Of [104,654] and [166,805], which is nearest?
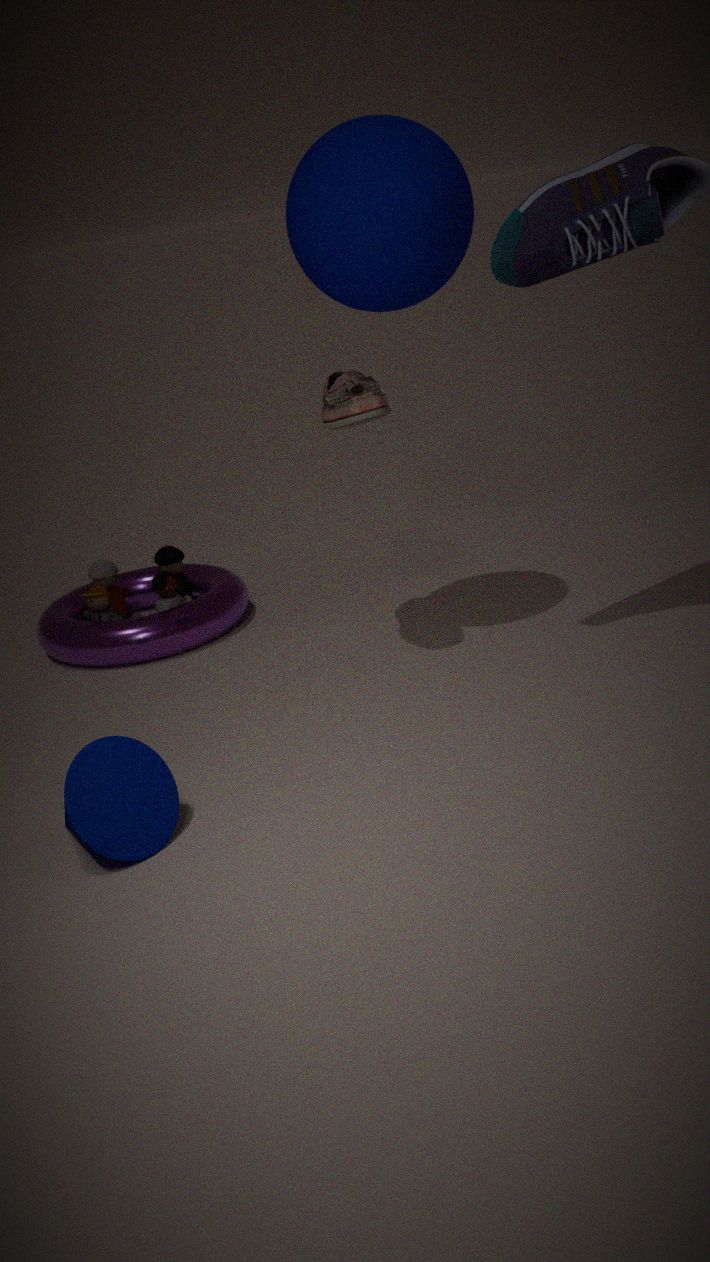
[166,805]
